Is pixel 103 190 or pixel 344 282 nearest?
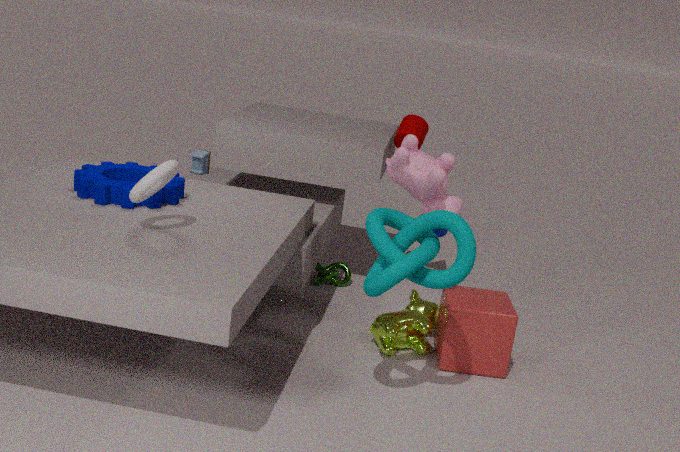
pixel 103 190
